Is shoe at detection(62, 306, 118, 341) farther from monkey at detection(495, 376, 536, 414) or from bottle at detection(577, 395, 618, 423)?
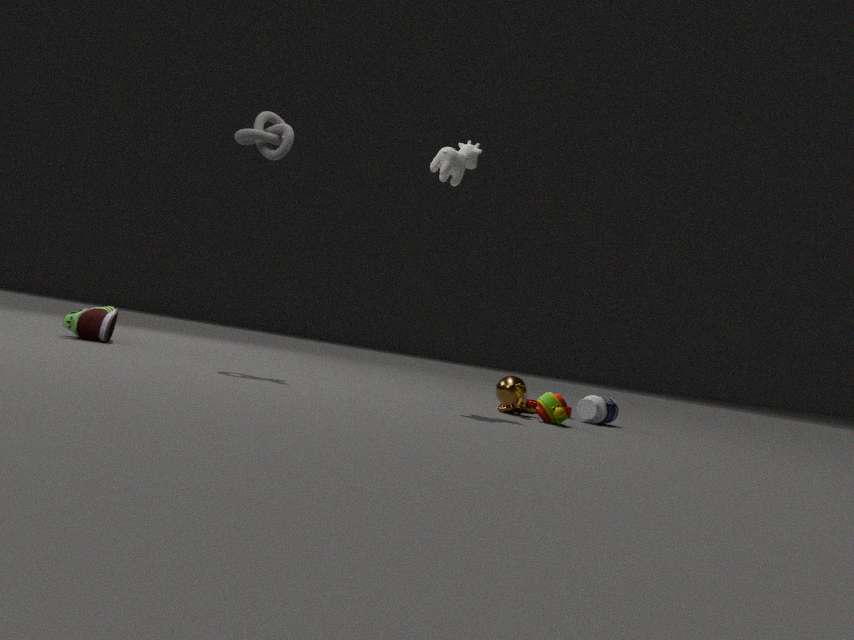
bottle at detection(577, 395, 618, 423)
